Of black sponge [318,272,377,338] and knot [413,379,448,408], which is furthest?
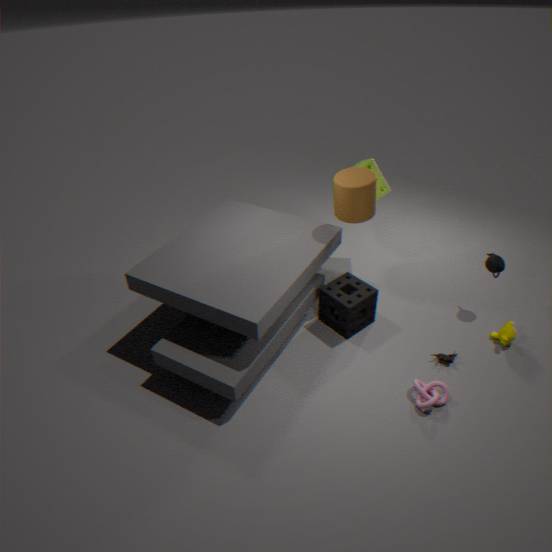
black sponge [318,272,377,338]
